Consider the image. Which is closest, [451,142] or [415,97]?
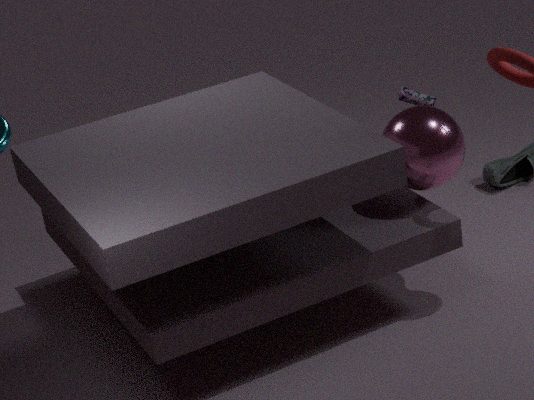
[451,142]
